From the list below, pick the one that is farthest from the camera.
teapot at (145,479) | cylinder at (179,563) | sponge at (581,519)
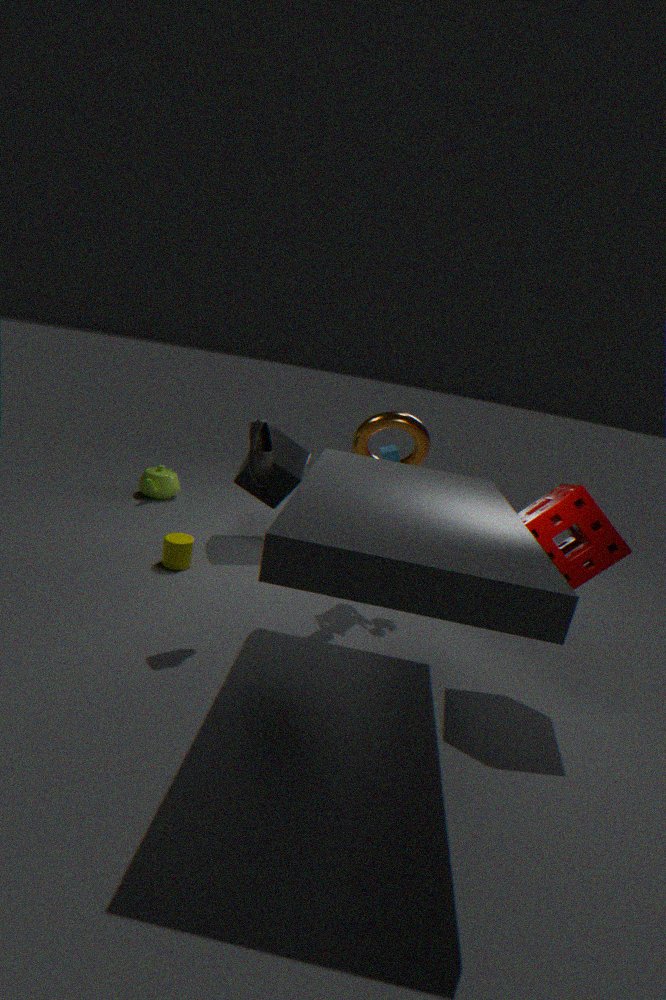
teapot at (145,479)
